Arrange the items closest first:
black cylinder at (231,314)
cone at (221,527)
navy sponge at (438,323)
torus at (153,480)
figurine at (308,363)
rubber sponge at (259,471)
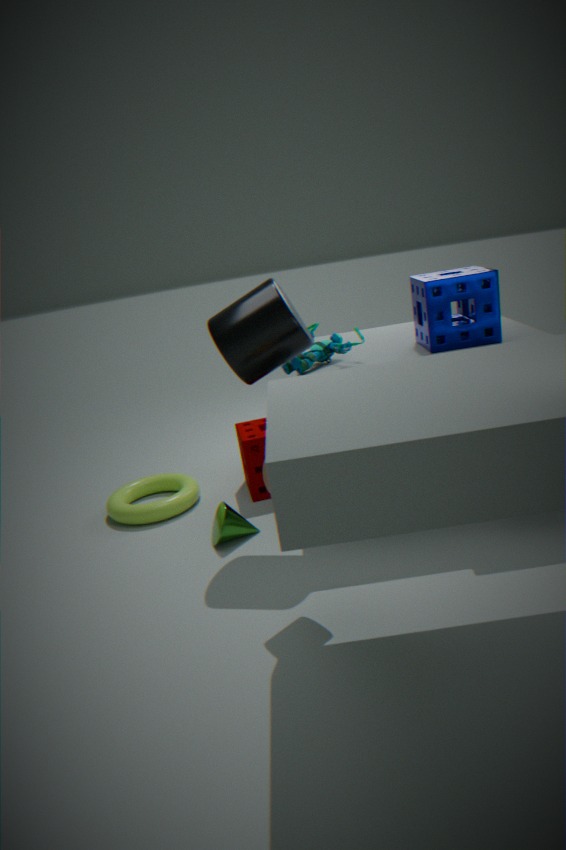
black cylinder at (231,314)
cone at (221,527)
navy sponge at (438,323)
figurine at (308,363)
rubber sponge at (259,471)
torus at (153,480)
